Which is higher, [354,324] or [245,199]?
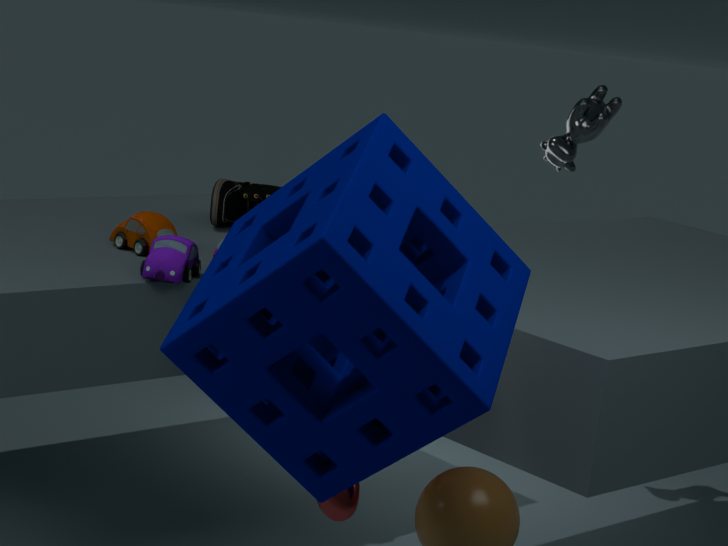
[354,324]
